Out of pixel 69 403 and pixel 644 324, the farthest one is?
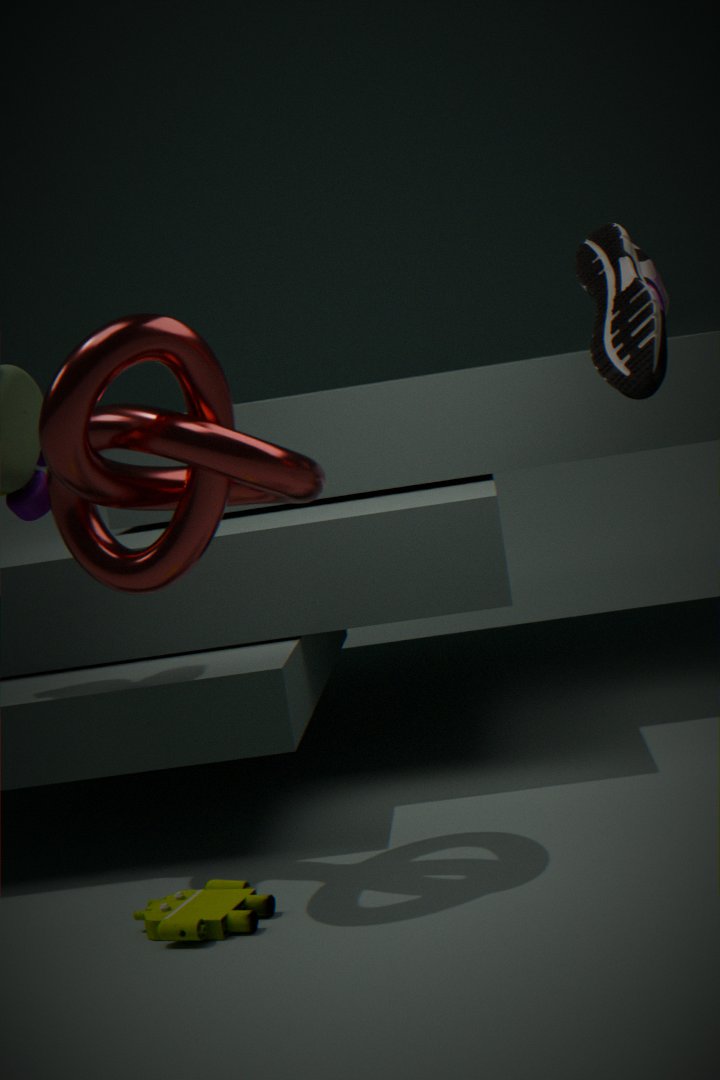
pixel 644 324
